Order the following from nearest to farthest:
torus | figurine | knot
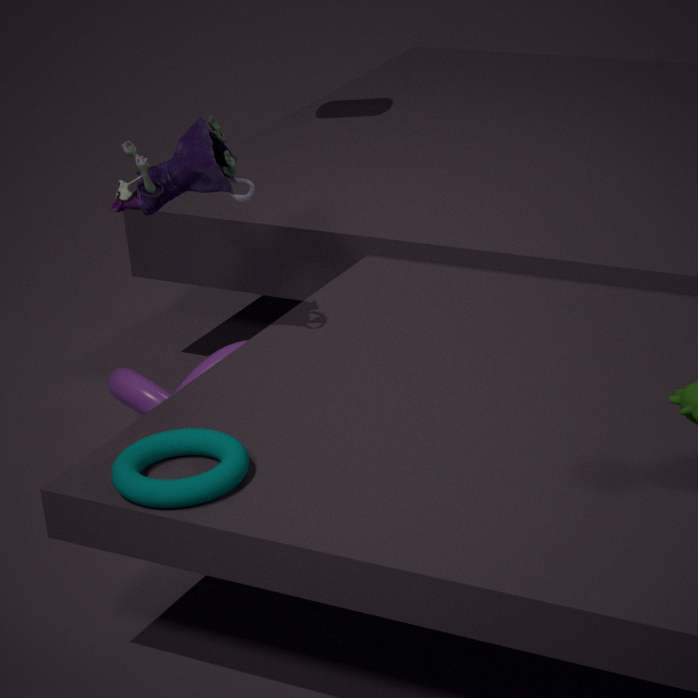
1. torus
2. figurine
3. knot
